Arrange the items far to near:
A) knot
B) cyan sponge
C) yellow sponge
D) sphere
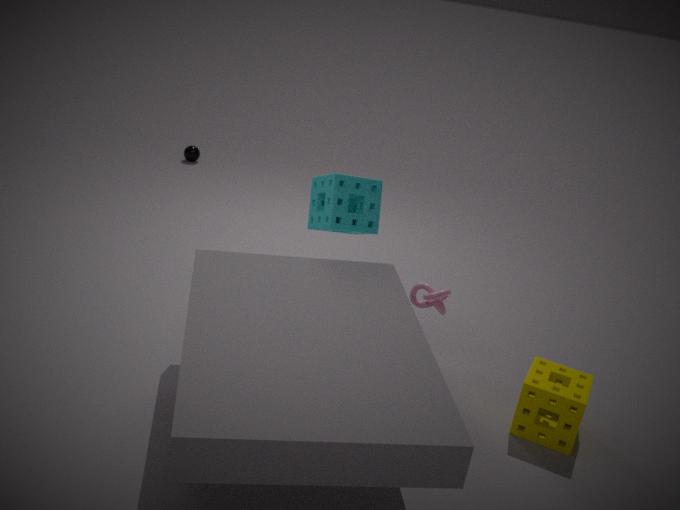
sphere < cyan sponge < knot < yellow sponge
